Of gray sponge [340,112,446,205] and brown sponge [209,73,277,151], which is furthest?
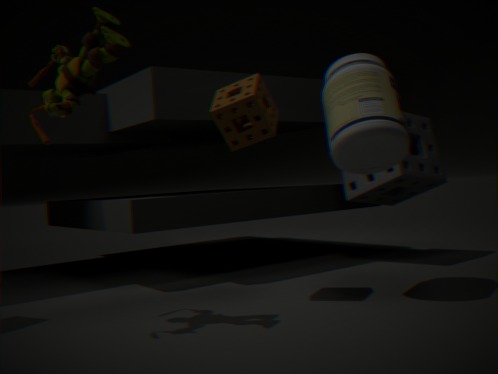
gray sponge [340,112,446,205]
